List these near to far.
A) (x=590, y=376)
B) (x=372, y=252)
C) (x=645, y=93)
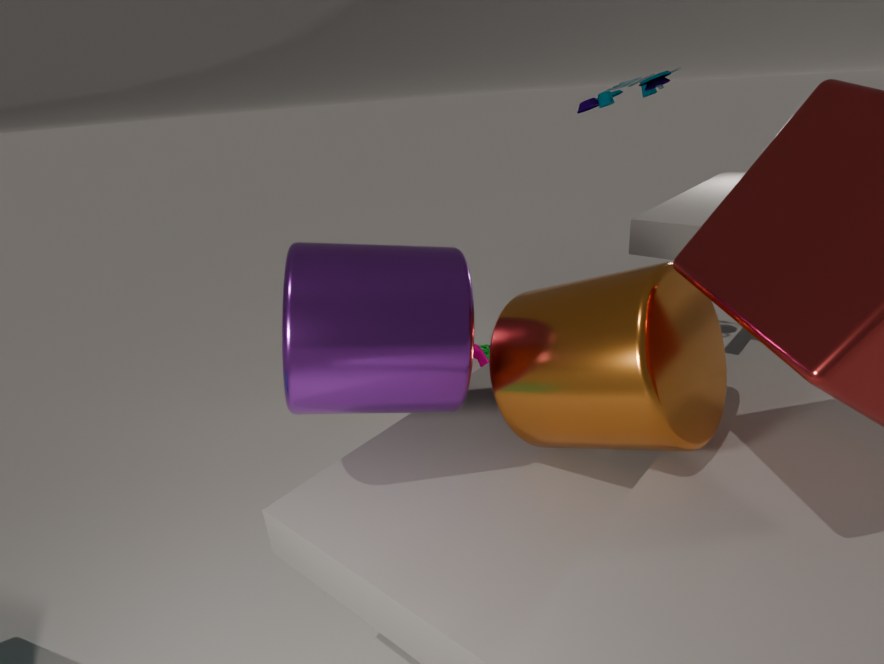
(x=590, y=376) < (x=372, y=252) < (x=645, y=93)
